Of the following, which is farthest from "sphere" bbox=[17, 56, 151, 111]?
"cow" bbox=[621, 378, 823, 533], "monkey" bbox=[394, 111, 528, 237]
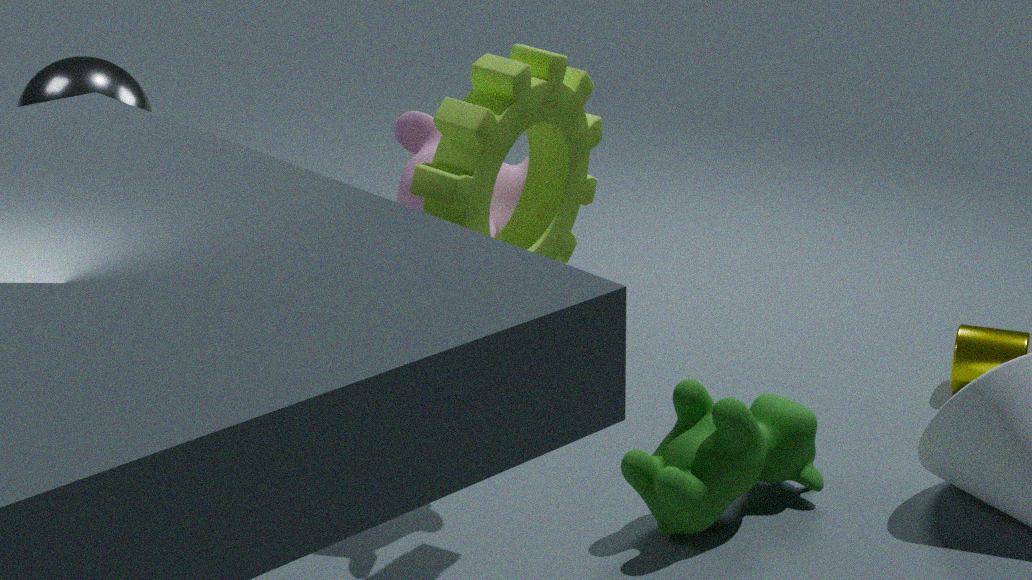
"cow" bbox=[621, 378, 823, 533]
